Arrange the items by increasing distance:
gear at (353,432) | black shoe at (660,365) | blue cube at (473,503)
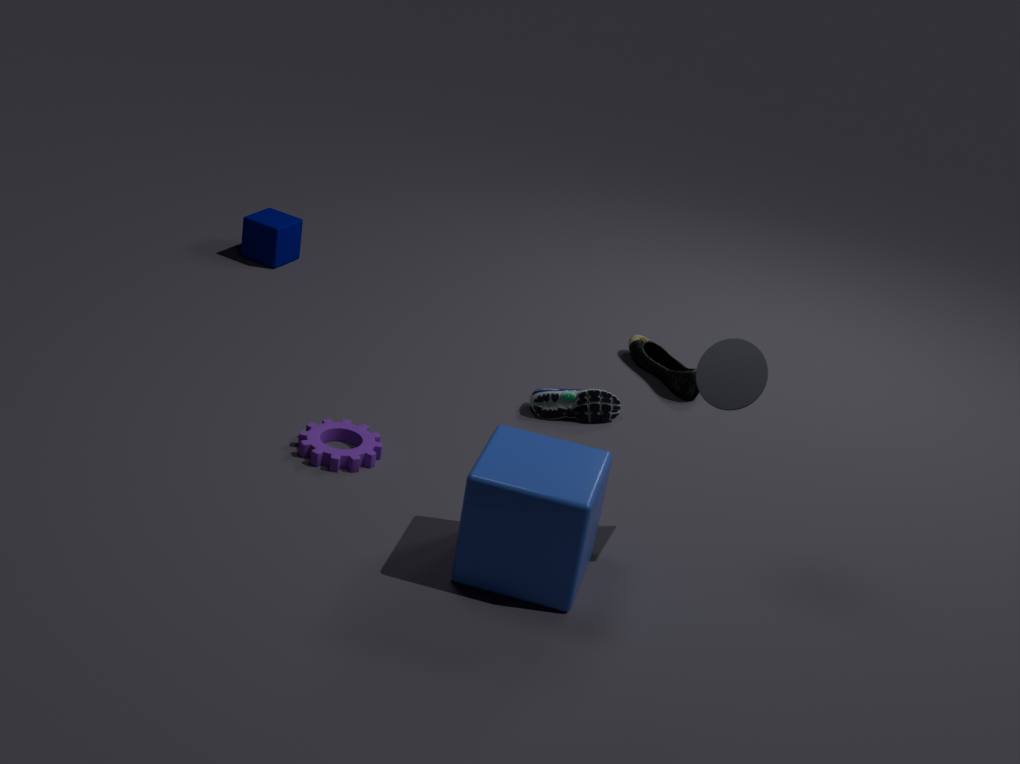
blue cube at (473,503) < gear at (353,432) < black shoe at (660,365)
